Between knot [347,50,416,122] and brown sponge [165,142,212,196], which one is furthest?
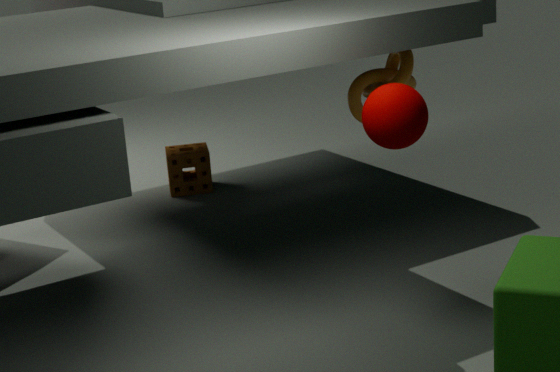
brown sponge [165,142,212,196]
